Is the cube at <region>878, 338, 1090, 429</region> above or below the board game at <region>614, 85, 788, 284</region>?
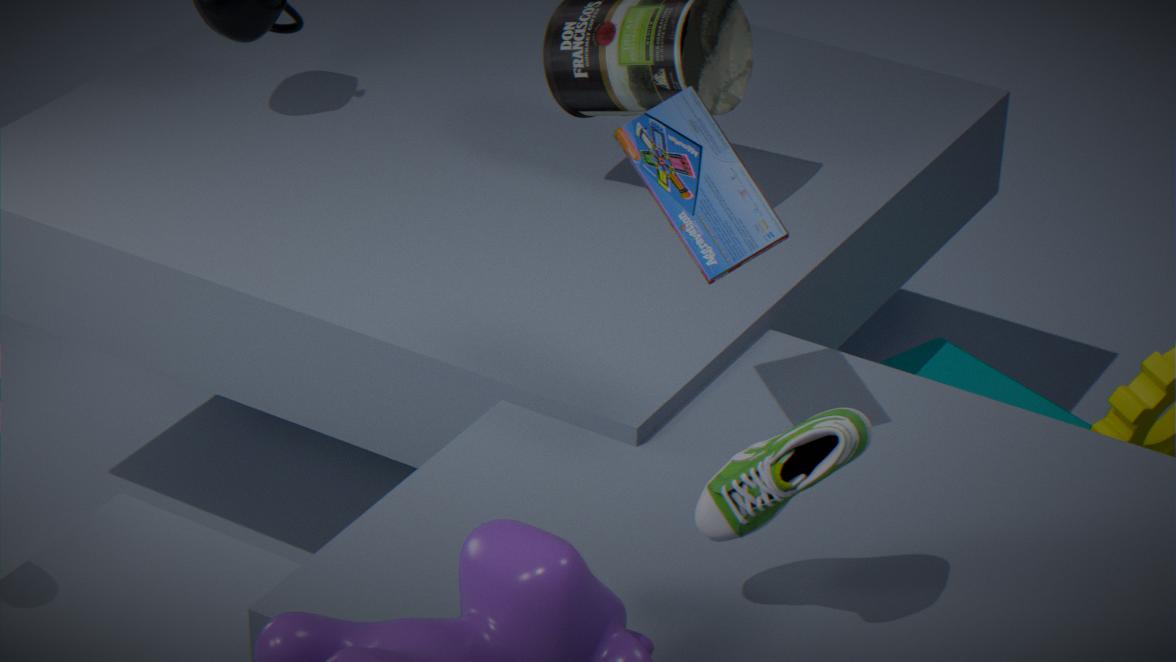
below
